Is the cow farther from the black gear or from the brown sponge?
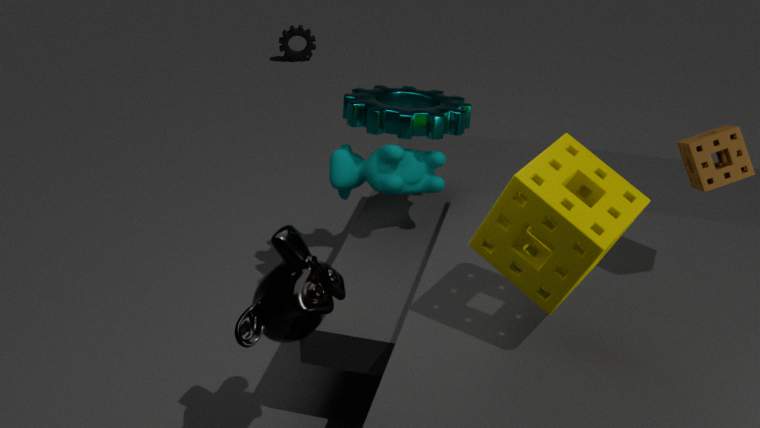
the black gear
